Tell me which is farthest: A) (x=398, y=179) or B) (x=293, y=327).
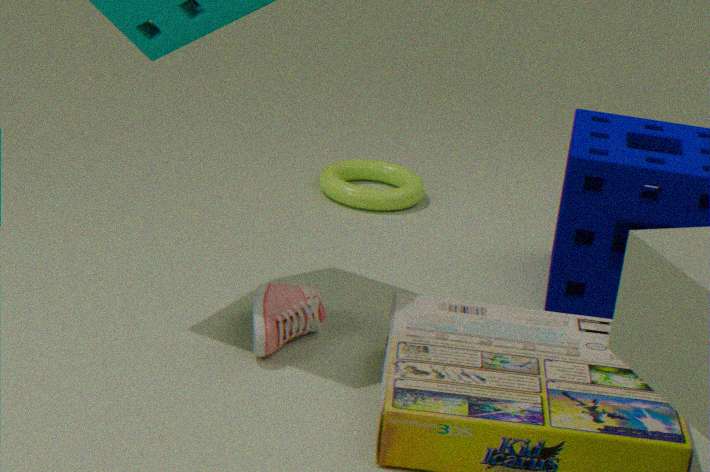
A. (x=398, y=179)
